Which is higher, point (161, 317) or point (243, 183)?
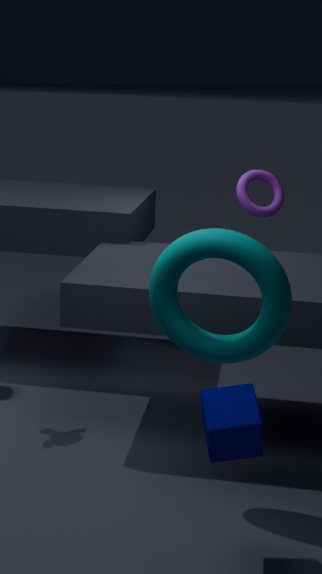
point (243, 183)
